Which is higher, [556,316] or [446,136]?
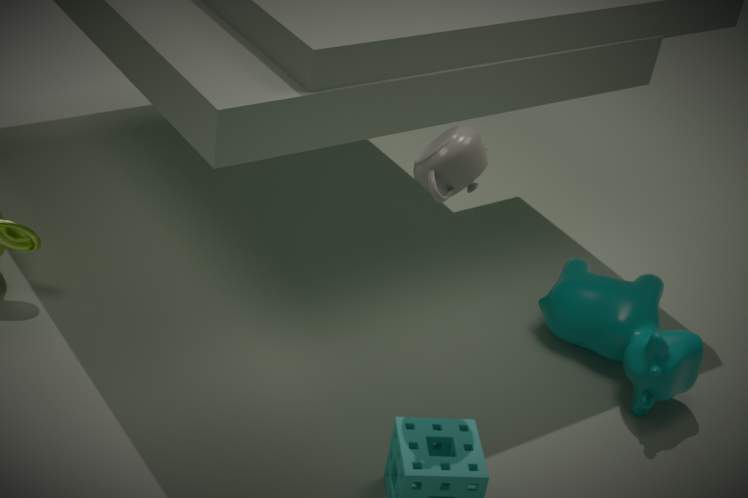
[446,136]
